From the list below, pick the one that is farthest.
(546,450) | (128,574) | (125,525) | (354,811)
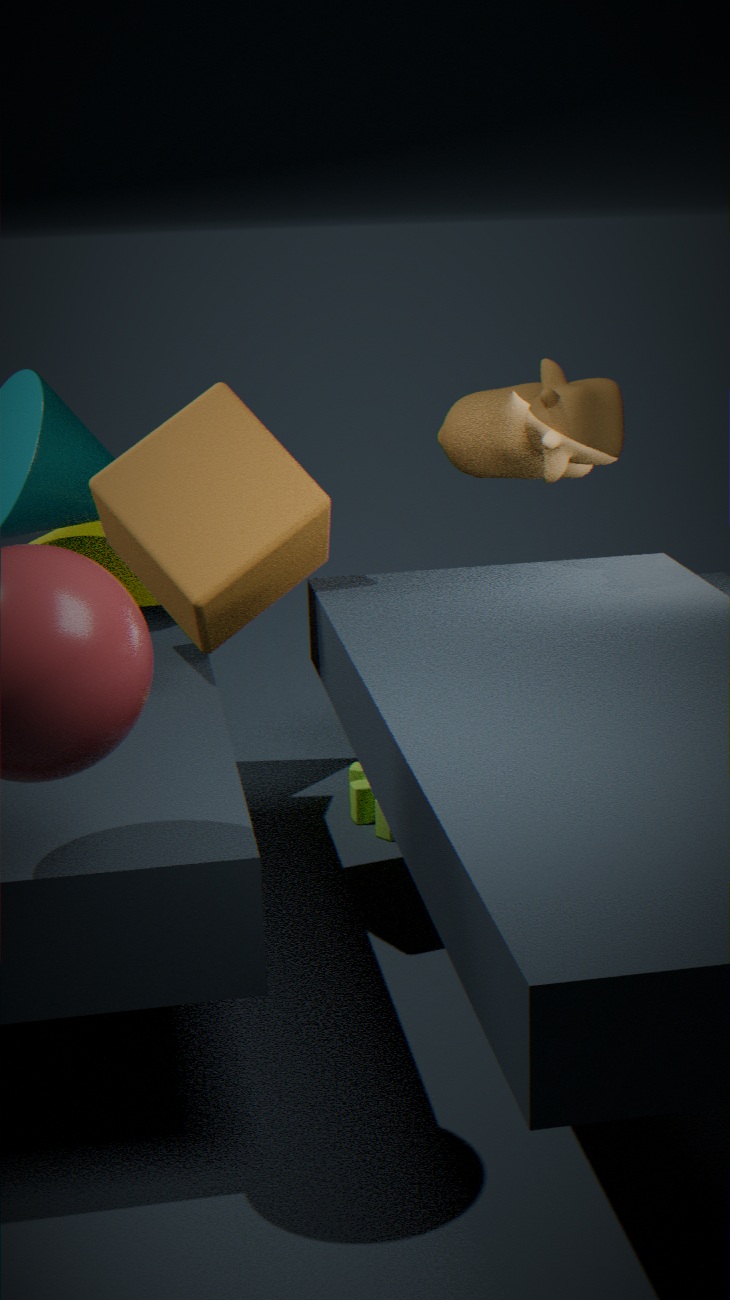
(354,811)
